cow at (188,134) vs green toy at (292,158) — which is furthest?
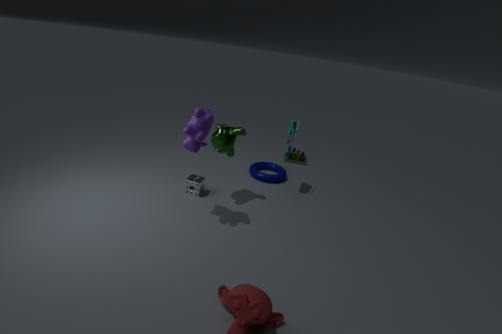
green toy at (292,158)
